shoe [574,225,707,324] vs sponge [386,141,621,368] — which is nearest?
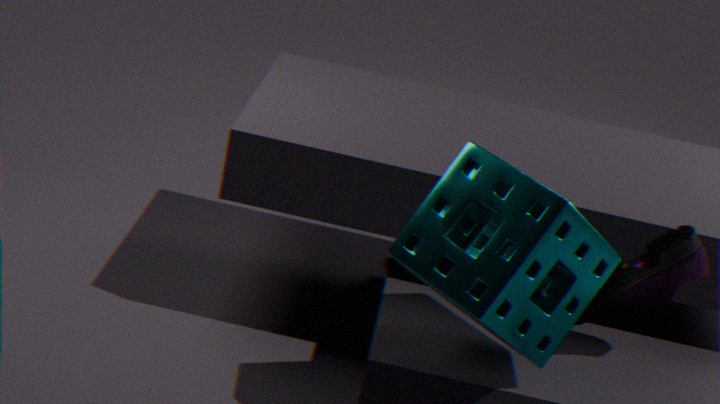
sponge [386,141,621,368]
